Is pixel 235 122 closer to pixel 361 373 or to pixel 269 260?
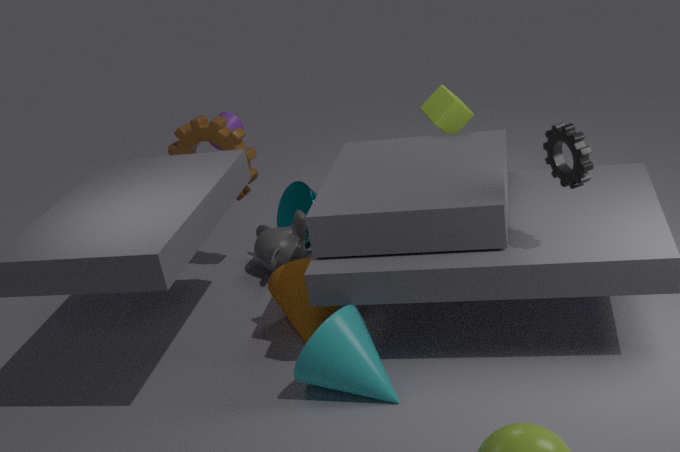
pixel 269 260
